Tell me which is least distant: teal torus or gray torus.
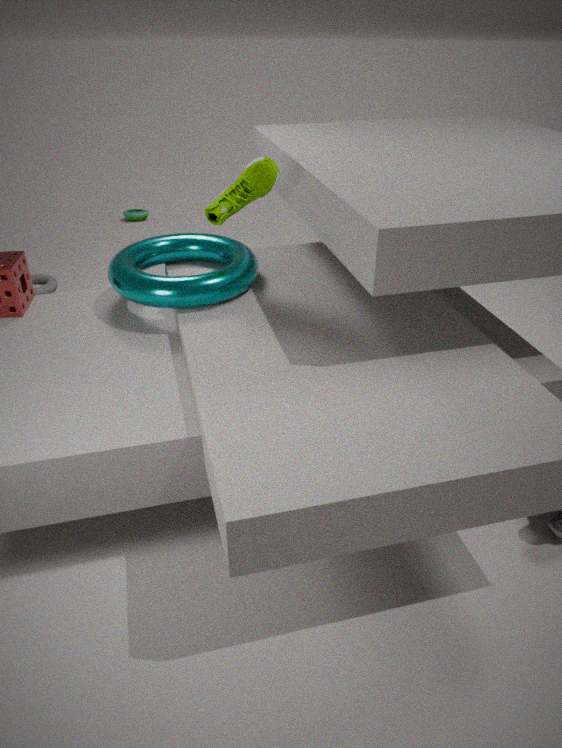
teal torus
